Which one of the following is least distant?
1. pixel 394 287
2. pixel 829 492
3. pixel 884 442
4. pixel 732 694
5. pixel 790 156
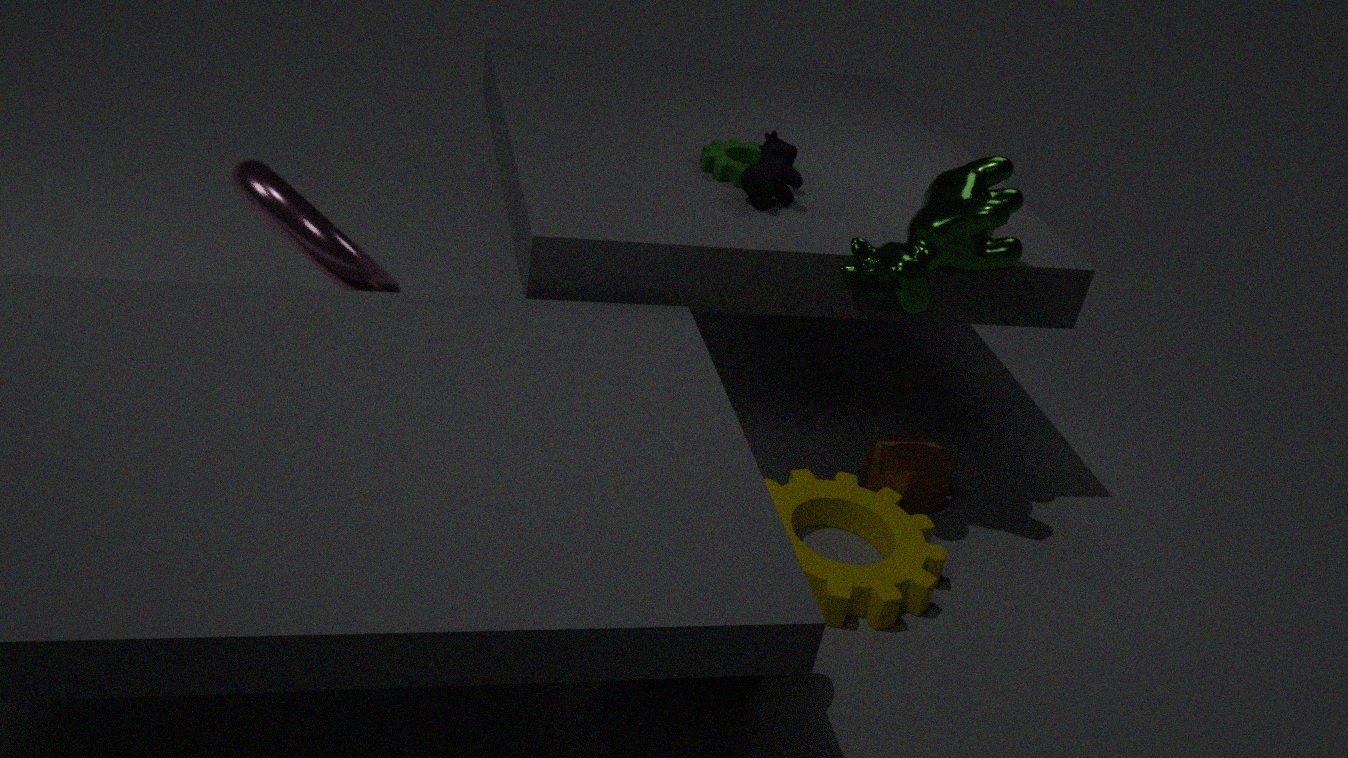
pixel 732 694
